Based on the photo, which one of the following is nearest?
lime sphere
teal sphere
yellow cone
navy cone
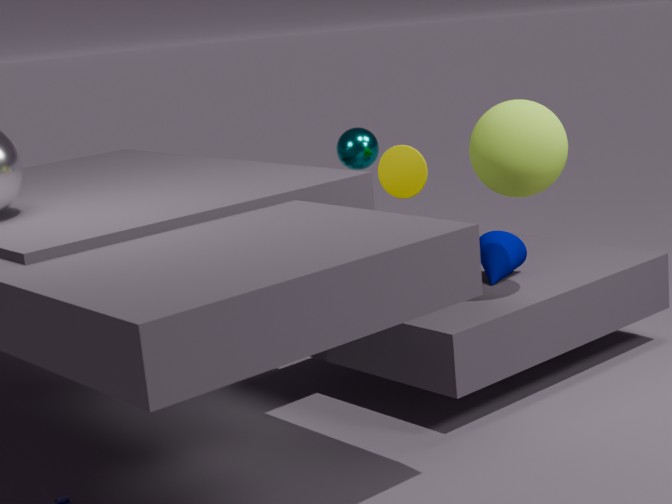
lime sphere
